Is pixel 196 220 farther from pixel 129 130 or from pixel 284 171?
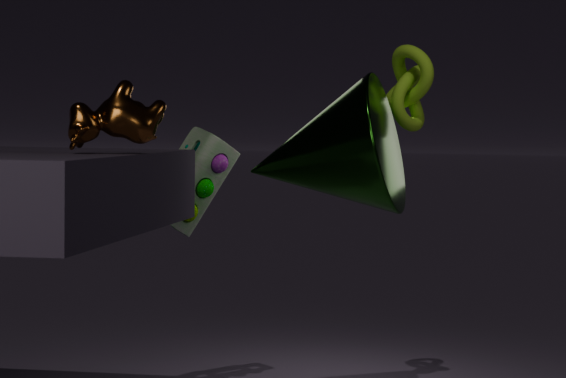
pixel 129 130
